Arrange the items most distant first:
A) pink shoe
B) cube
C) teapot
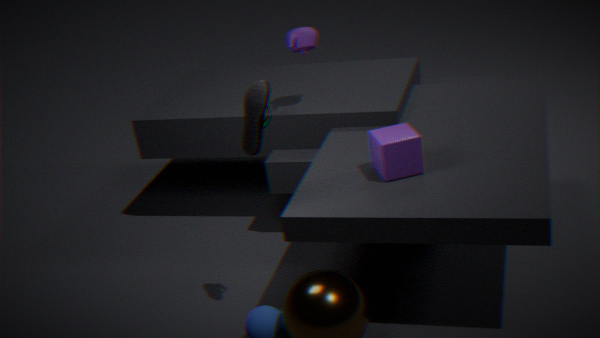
teapot < cube < pink shoe
